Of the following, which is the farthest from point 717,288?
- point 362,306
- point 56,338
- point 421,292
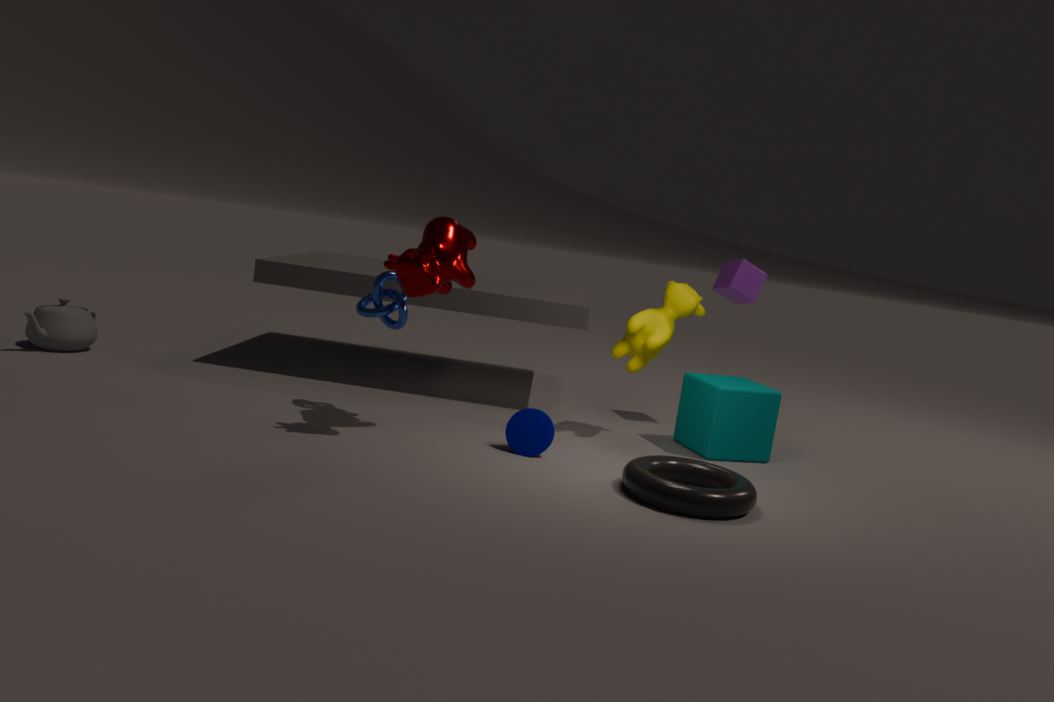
point 56,338
